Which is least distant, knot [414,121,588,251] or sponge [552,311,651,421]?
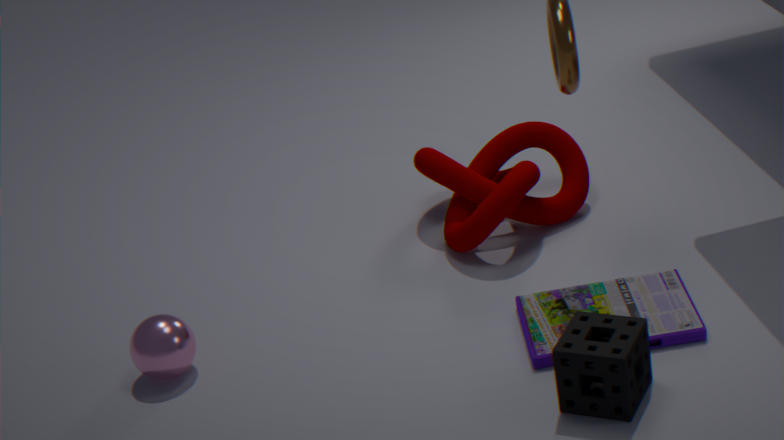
sponge [552,311,651,421]
